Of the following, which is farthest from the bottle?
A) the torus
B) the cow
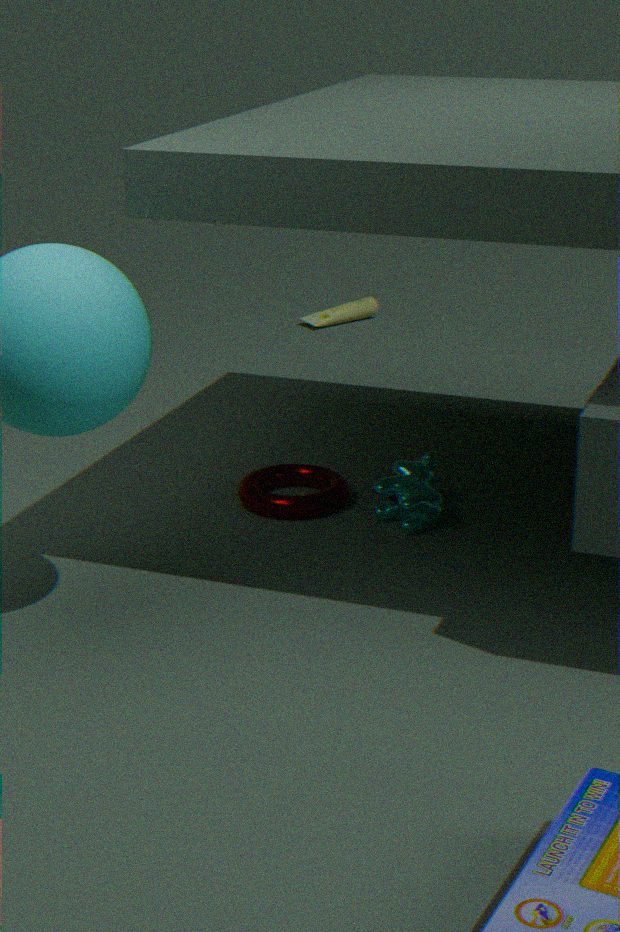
the cow
